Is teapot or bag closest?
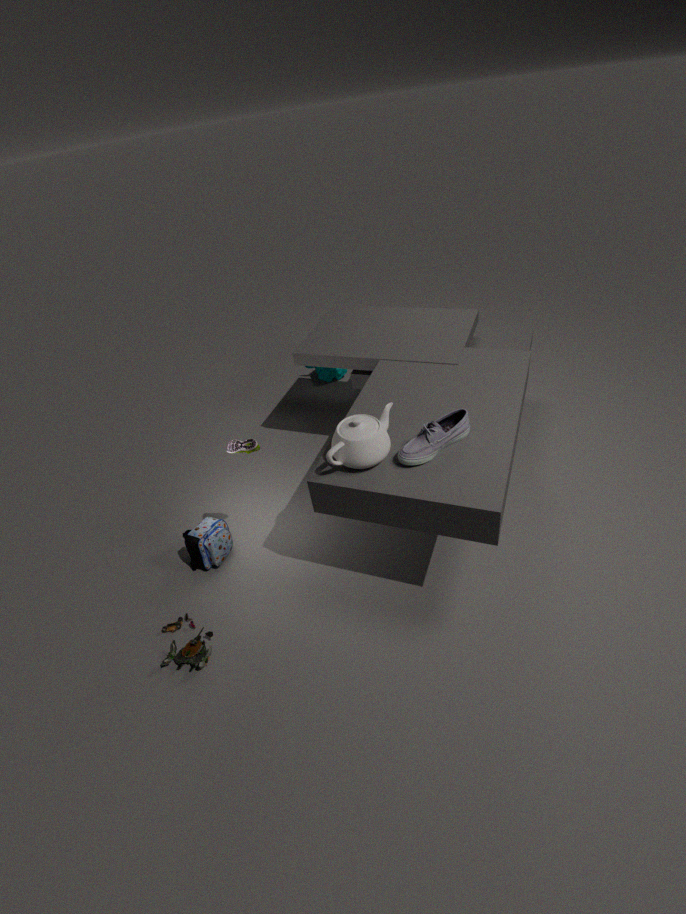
teapot
